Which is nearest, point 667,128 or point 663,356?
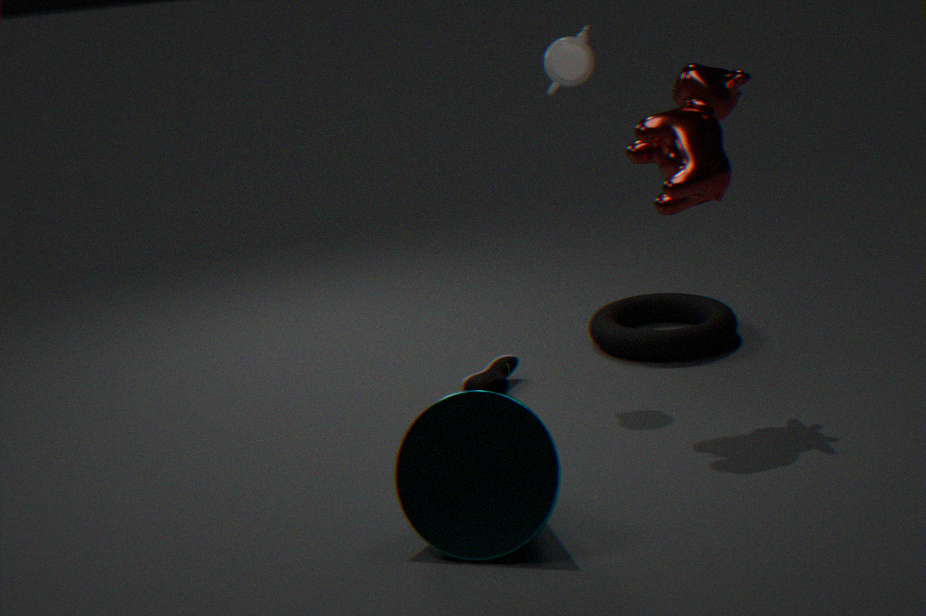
point 667,128
